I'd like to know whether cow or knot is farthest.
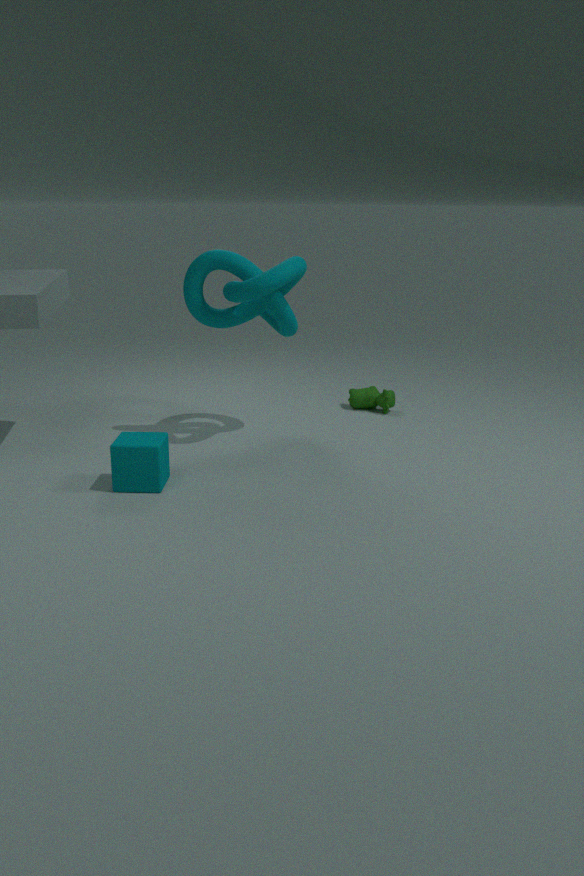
cow
